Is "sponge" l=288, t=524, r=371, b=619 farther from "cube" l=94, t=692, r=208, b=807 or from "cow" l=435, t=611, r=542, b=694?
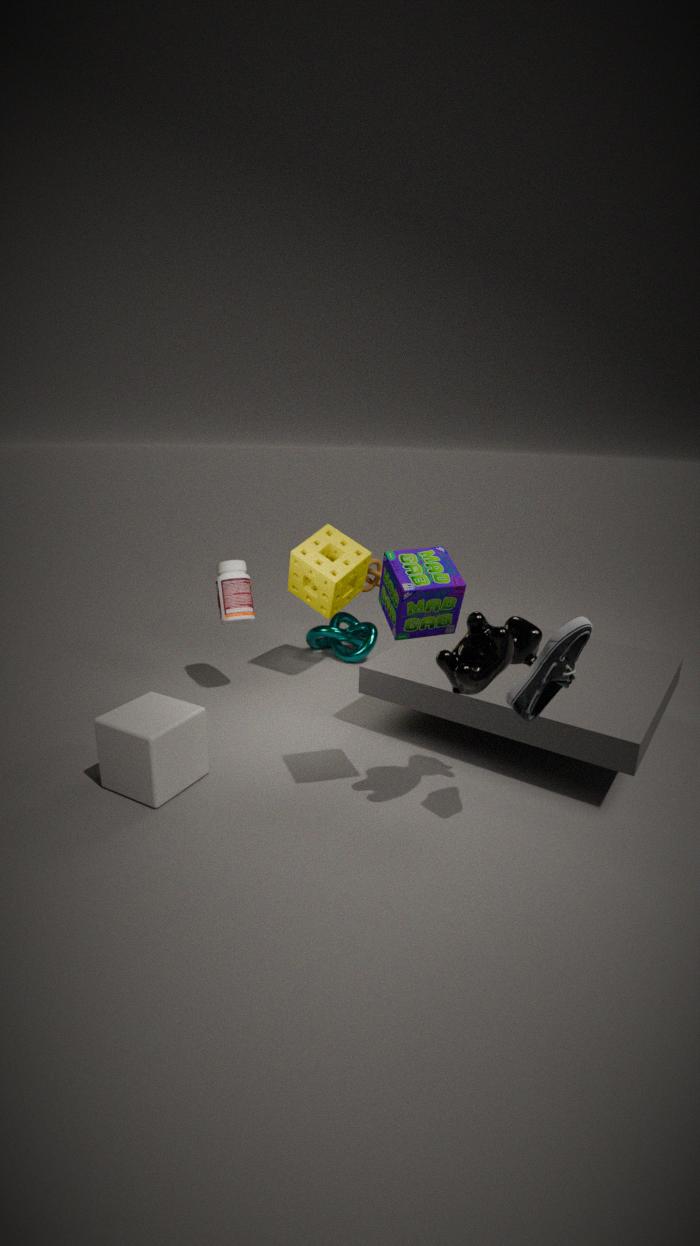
"cow" l=435, t=611, r=542, b=694
